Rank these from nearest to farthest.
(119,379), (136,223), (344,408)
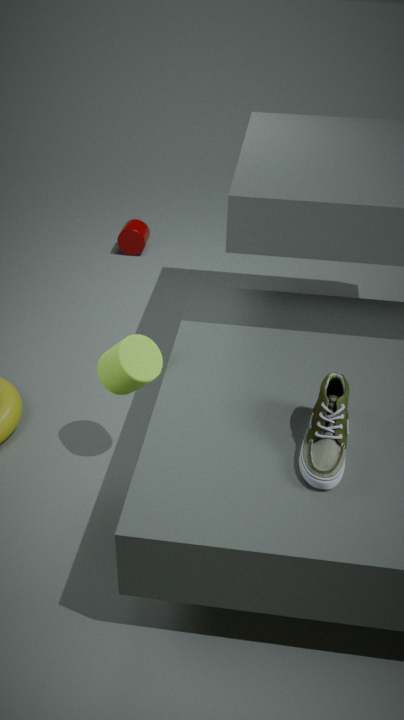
(344,408), (119,379), (136,223)
